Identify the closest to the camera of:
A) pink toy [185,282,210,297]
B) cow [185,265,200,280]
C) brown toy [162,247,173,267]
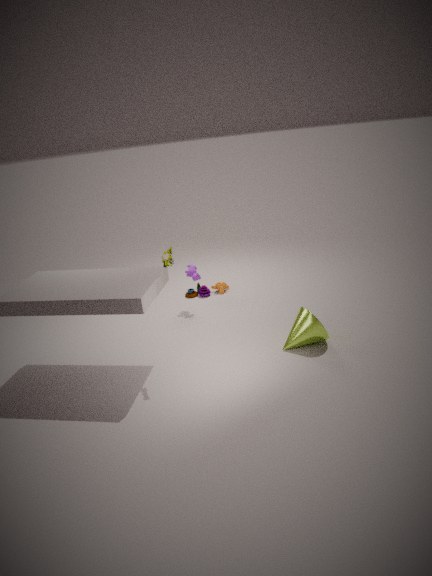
brown toy [162,247,173,267]
